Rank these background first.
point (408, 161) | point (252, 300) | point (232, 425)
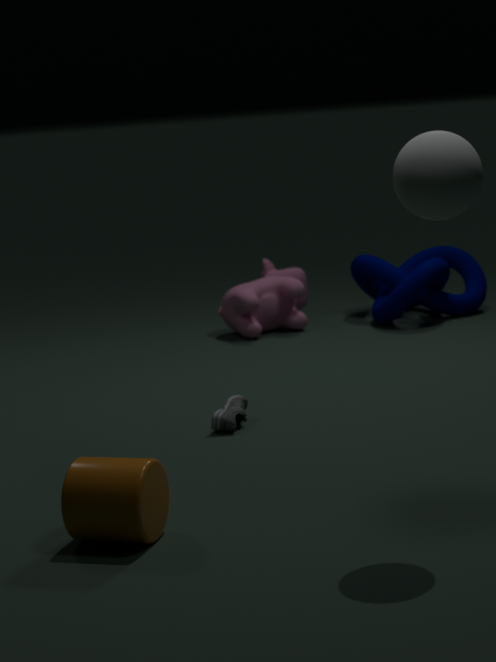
point (252, 300) → point (232, 425) → point (408, 161)
